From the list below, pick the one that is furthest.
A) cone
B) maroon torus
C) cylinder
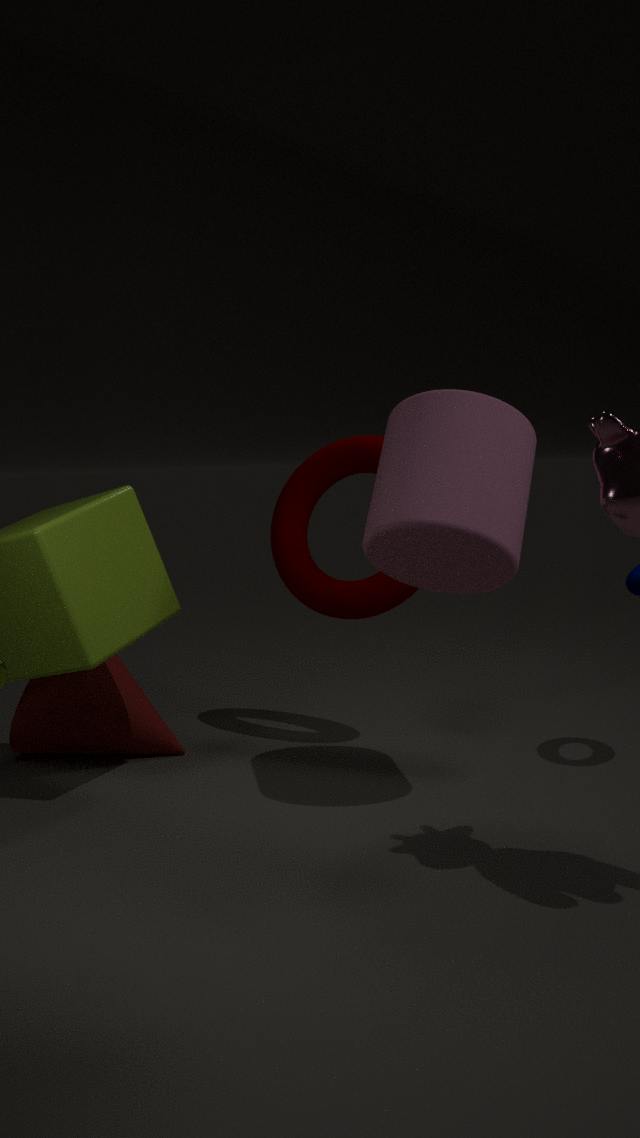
maroon torus
